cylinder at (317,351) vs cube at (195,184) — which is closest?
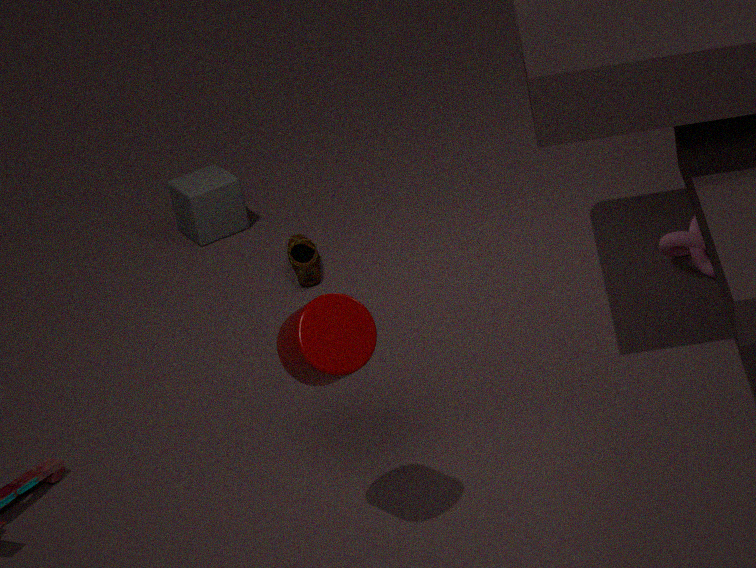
cylinder at (317,351)
